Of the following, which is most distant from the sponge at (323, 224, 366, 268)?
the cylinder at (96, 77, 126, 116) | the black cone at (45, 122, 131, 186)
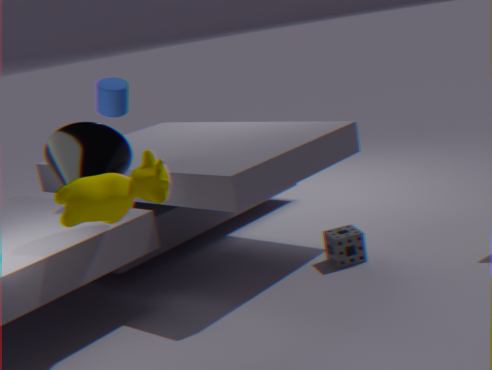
the cylinder at (96, 77, 126, 116)
